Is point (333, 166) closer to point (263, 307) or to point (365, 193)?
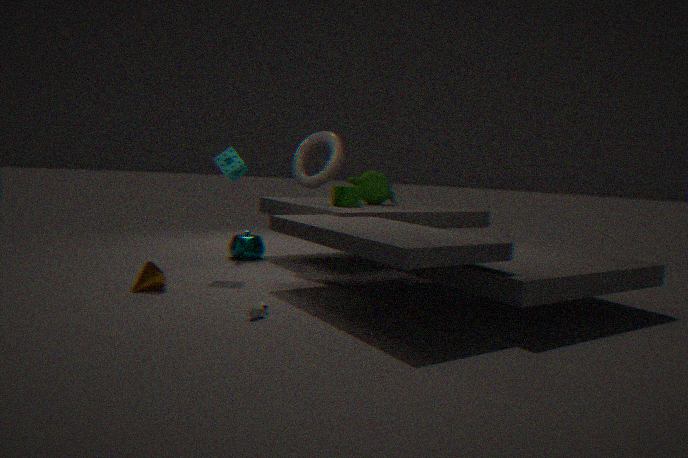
point (365, 193)
